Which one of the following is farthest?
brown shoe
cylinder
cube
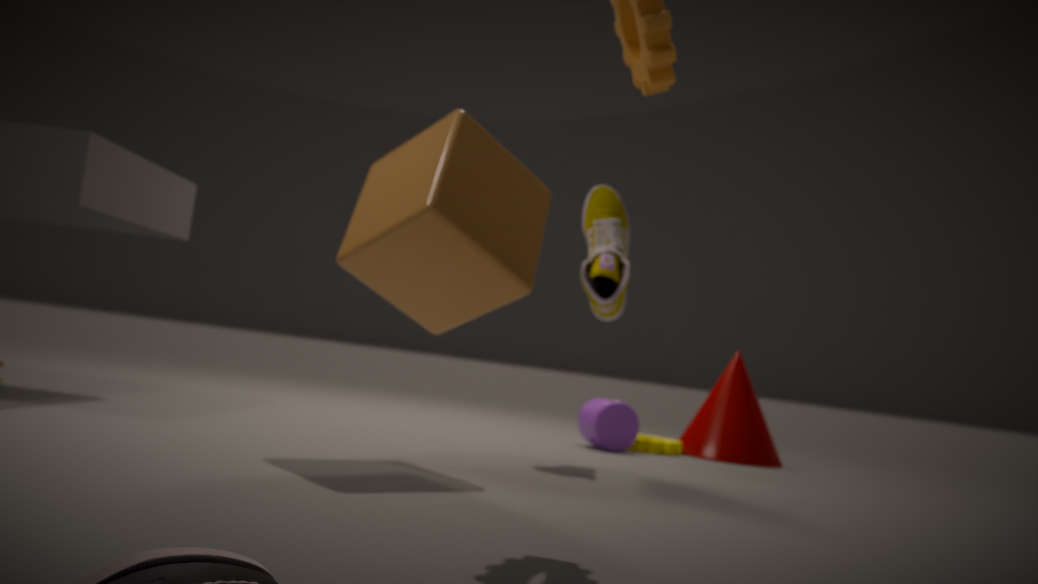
cylinder
